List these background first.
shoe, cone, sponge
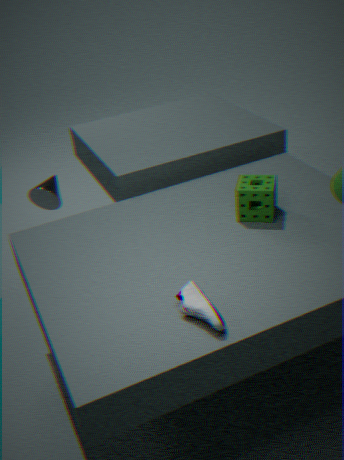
cone, sponge, shoe
